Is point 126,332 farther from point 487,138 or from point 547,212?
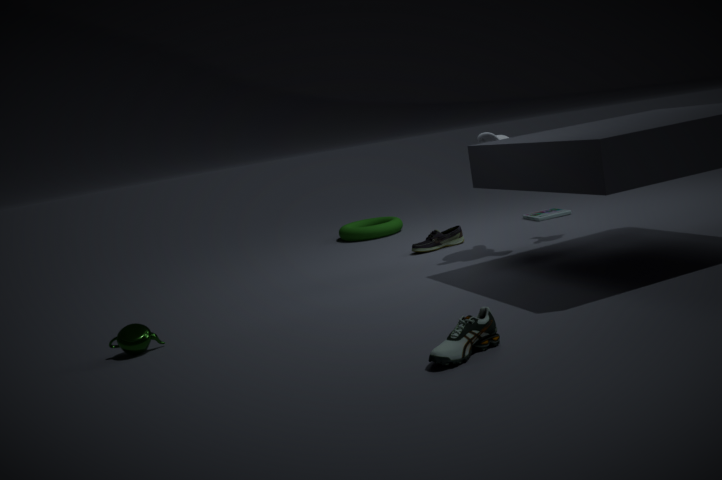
point 547,212
